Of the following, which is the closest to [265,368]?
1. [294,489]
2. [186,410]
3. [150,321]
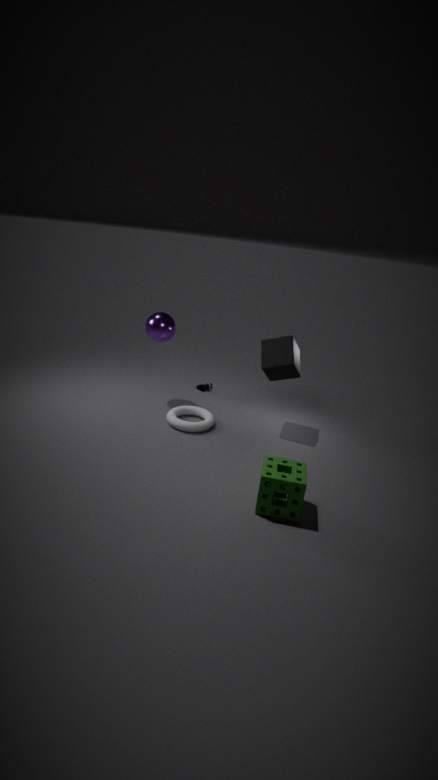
[186,410]
